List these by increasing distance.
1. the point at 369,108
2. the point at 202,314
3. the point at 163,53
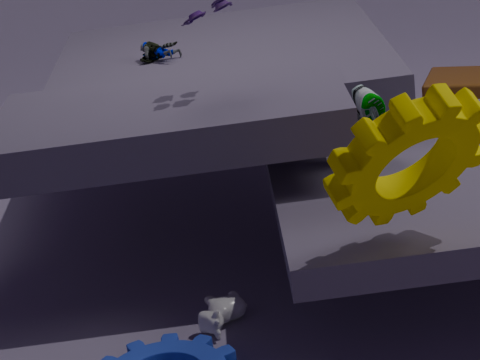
the point at 202,314 < the point at 369,108 < the point at 163,53
